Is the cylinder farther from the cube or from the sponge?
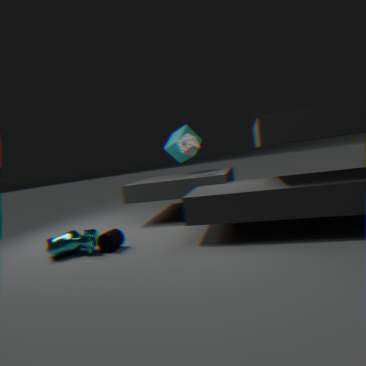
the cube
